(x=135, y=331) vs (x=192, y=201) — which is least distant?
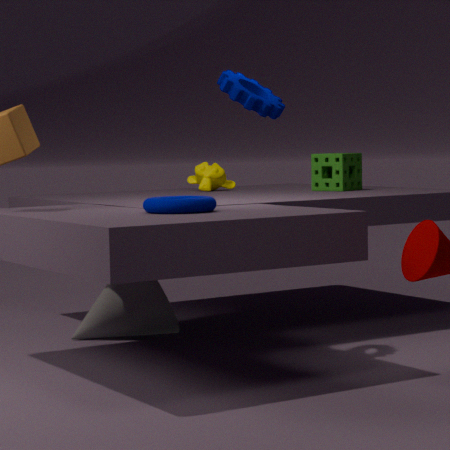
(x=192, y=201)
